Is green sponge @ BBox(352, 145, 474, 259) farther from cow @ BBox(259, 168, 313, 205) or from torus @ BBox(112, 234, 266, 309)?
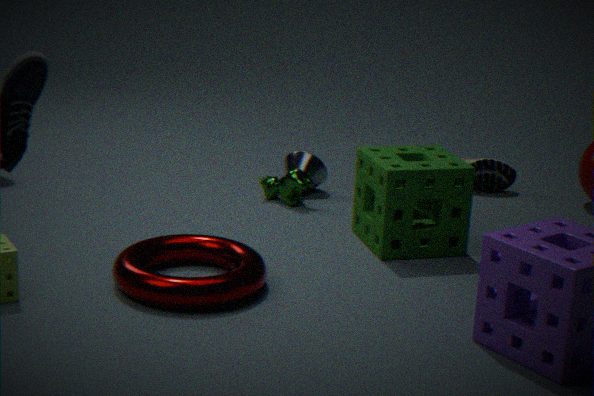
torus @ BBox(112, 234, 266, 309)
